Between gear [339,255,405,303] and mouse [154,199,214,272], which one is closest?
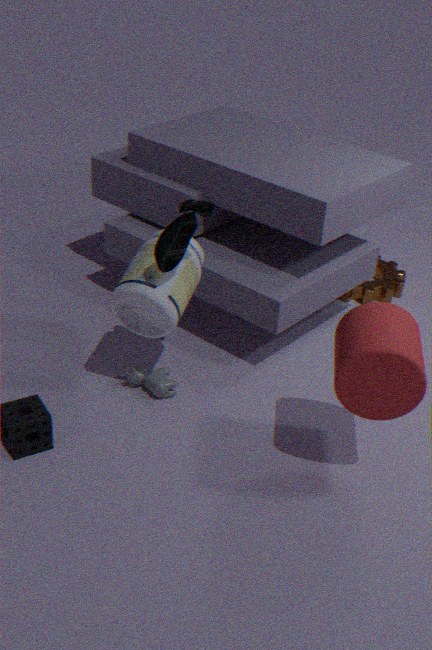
mouse [154,199,214,272]
